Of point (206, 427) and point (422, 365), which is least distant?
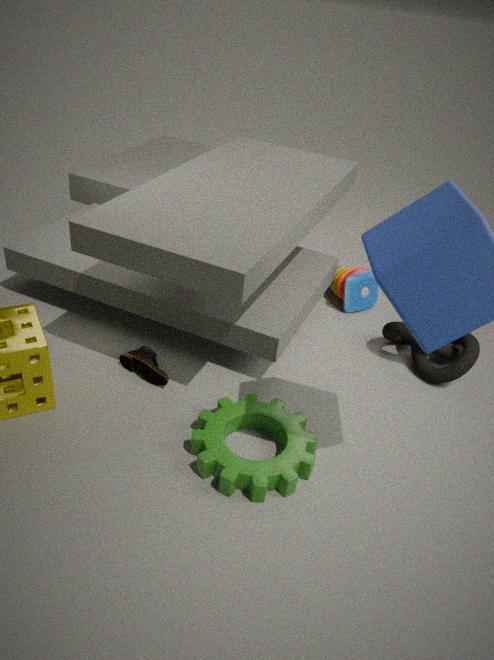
point (206, 427)
